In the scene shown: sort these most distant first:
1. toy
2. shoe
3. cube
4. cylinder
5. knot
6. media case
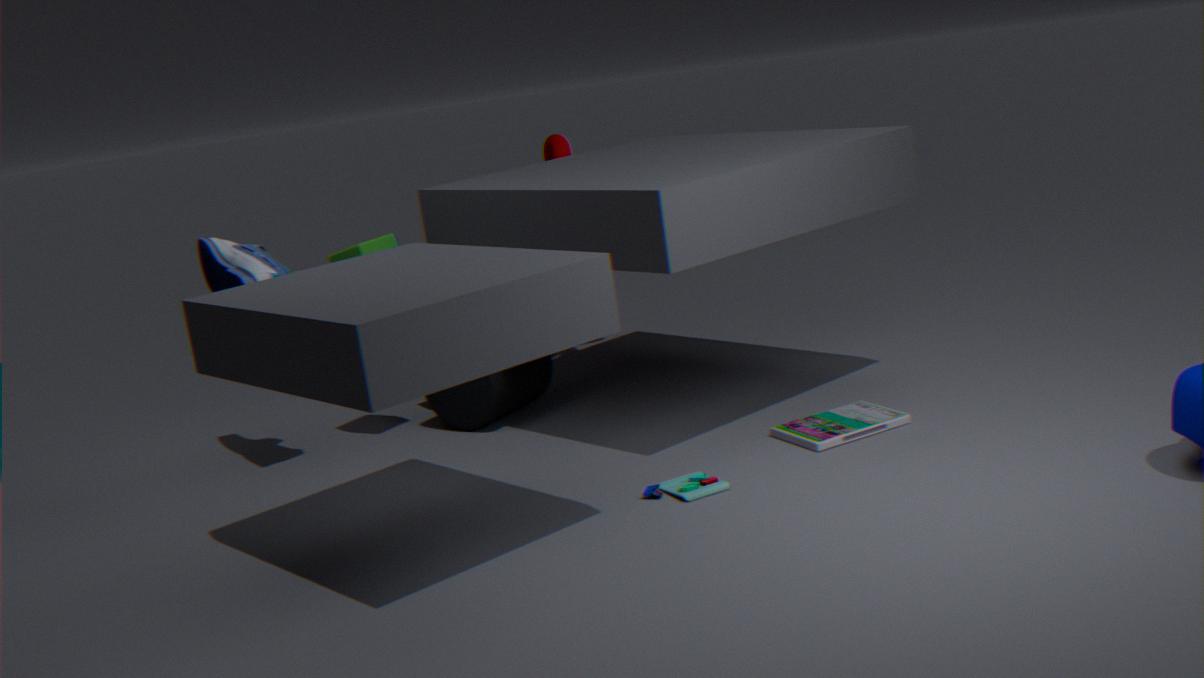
knot < cylinder < cube < shoe < media case < toy
